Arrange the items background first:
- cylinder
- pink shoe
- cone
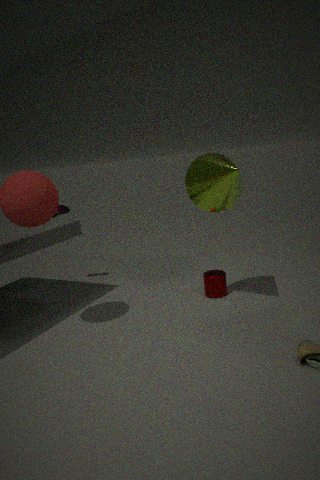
1. pink shoe
2. cylinder
3. cone
